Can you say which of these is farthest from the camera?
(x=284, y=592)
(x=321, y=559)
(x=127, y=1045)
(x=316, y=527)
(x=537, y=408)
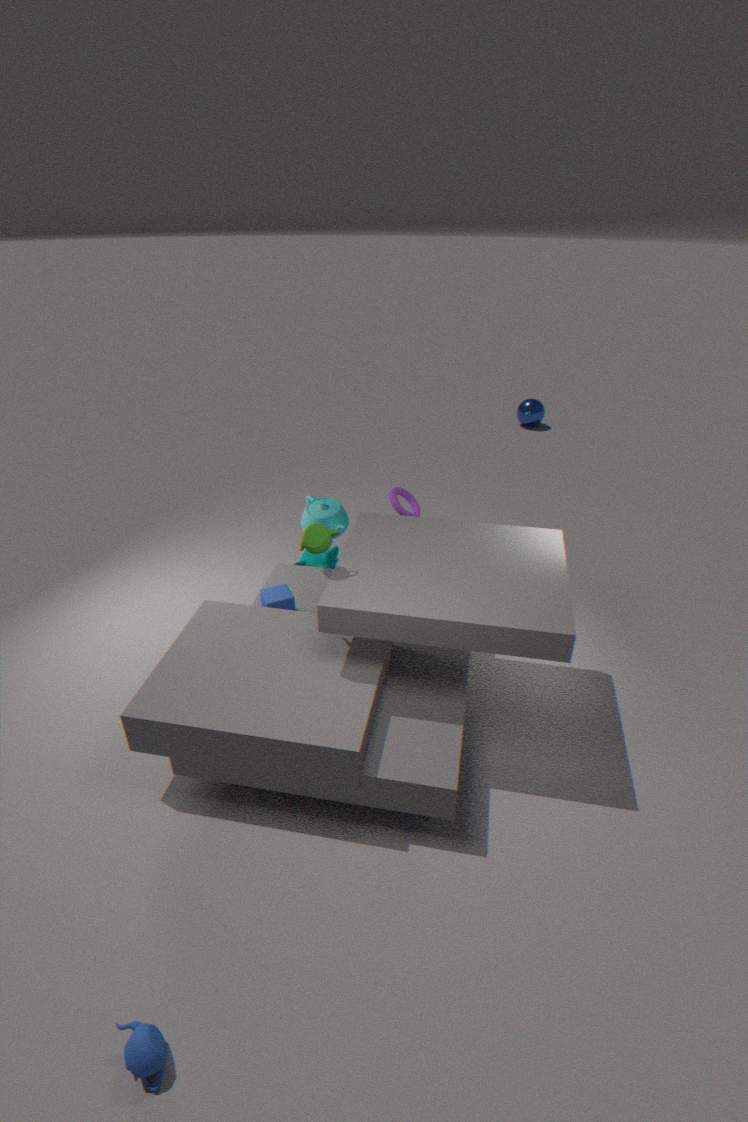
(x=537, y=408)
